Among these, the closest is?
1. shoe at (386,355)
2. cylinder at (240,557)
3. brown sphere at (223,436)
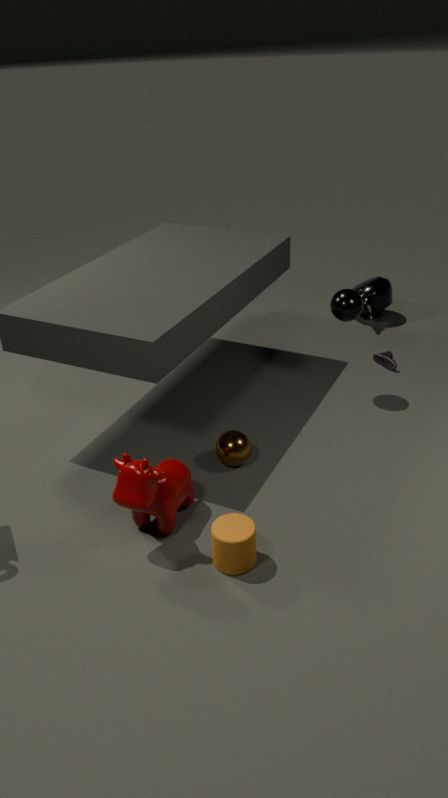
cylinder at (240,557)
